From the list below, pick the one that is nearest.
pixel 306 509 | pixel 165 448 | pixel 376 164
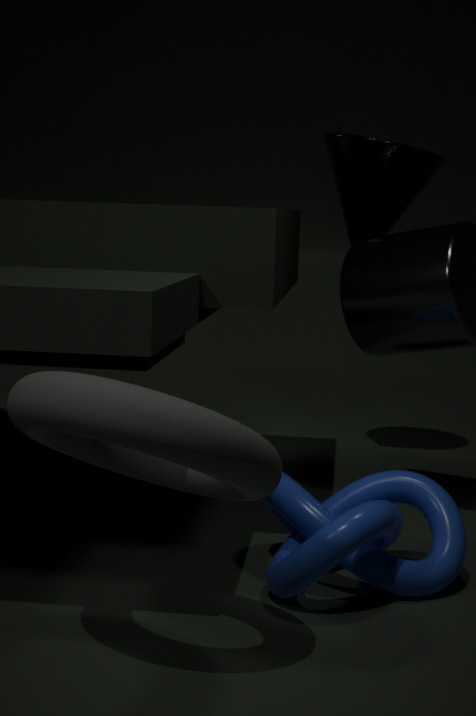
pixel 165 448
